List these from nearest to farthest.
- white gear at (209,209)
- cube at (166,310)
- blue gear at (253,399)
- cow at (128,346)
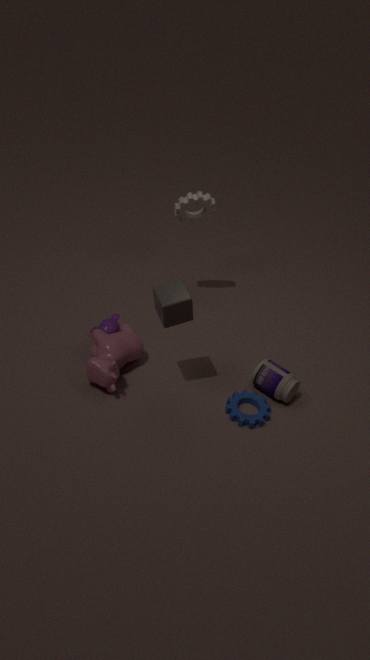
cube at (166,310)
cow at (128,346)
blue gear at (253,399)
white gear at (209,209)
